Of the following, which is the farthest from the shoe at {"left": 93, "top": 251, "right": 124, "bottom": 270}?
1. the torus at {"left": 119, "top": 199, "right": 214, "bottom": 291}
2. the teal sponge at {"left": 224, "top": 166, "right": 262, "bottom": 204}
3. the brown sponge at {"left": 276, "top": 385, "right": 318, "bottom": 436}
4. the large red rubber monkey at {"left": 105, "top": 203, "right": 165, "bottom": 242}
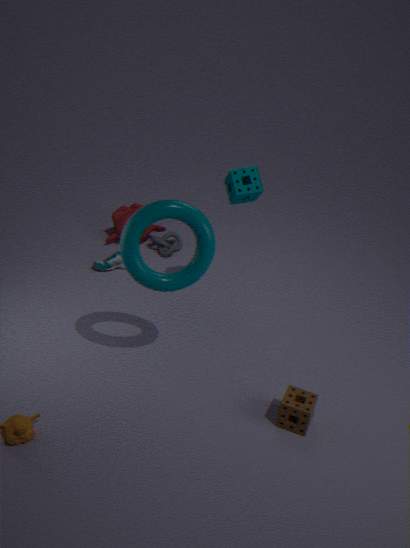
the brown sponge at {"left": 276, "top": 385, "right": 318, "bottom": 436}
